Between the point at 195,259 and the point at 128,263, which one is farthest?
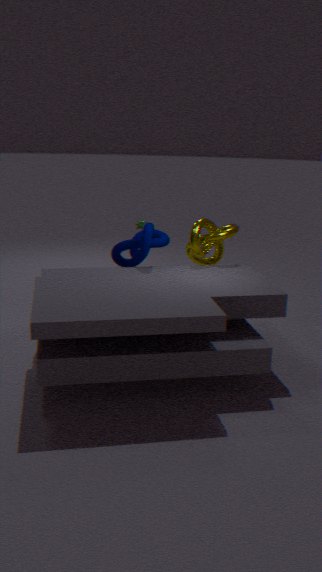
the point at 195,259
